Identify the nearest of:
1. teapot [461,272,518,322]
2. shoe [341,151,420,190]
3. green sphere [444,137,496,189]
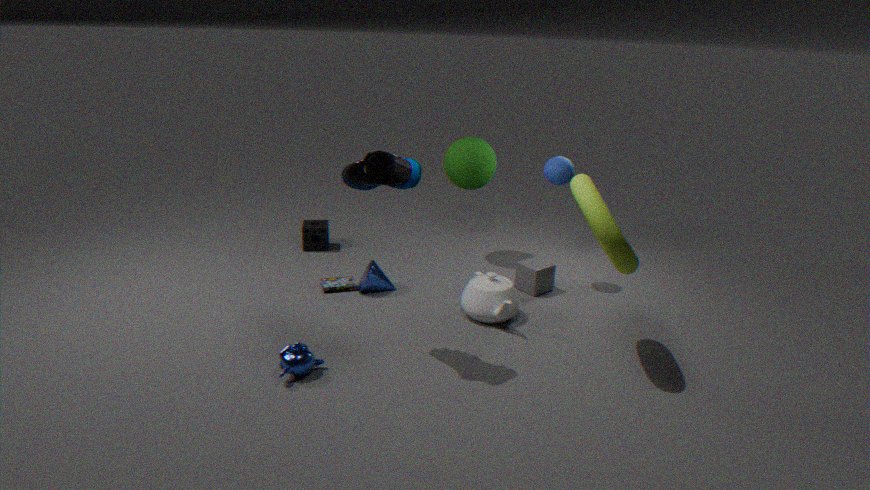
shoe [341,151,420,190]
